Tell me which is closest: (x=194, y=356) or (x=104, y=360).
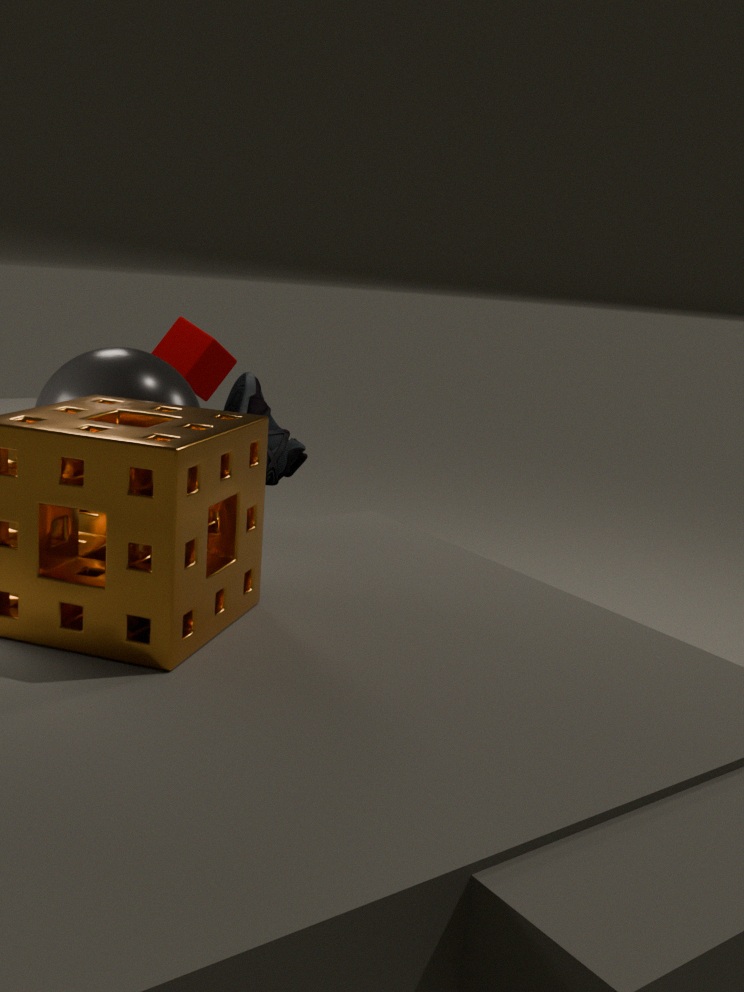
(x=104, y=360)
